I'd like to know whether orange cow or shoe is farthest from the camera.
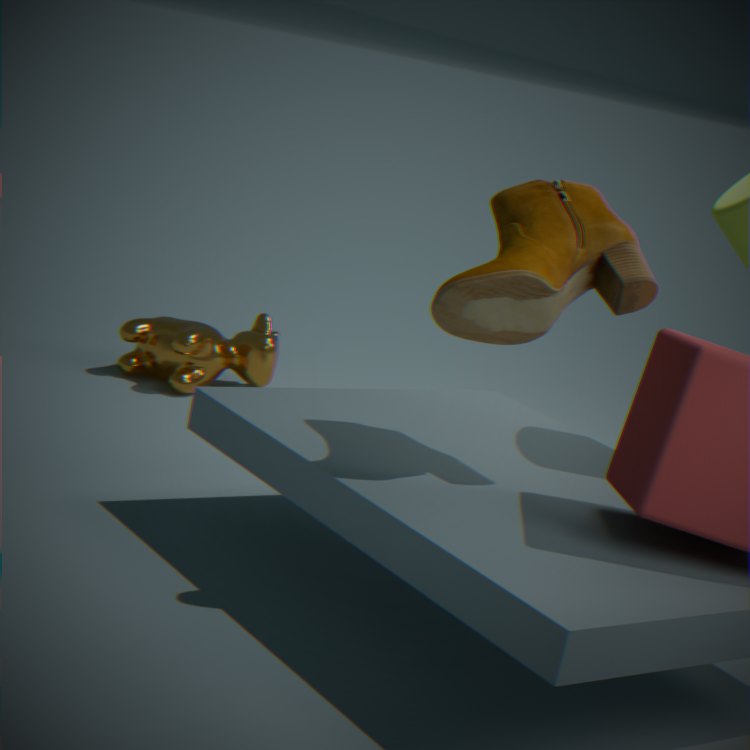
orange cow
